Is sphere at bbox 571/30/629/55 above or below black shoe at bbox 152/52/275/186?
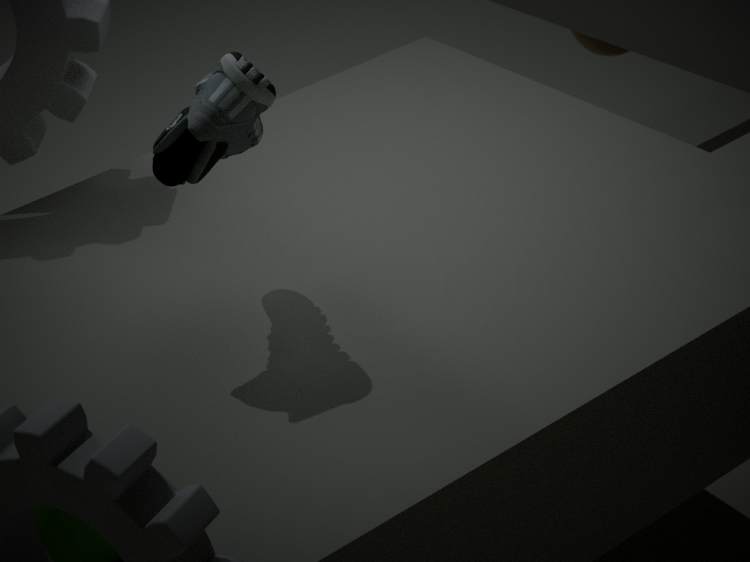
below
